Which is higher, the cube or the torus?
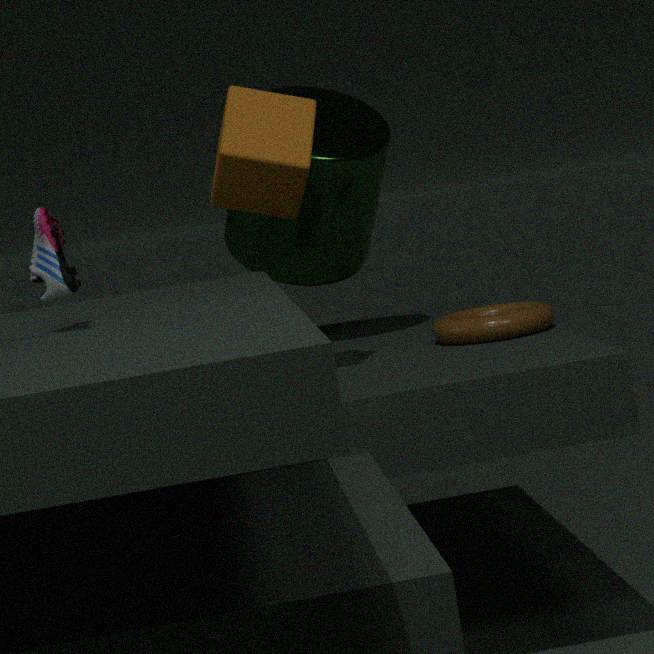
the cube
